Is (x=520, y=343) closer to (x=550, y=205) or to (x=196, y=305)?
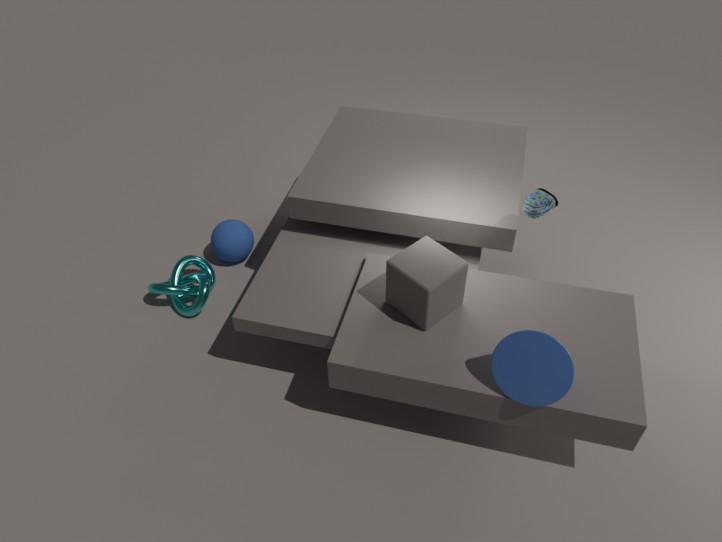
(x=550, y=205)
